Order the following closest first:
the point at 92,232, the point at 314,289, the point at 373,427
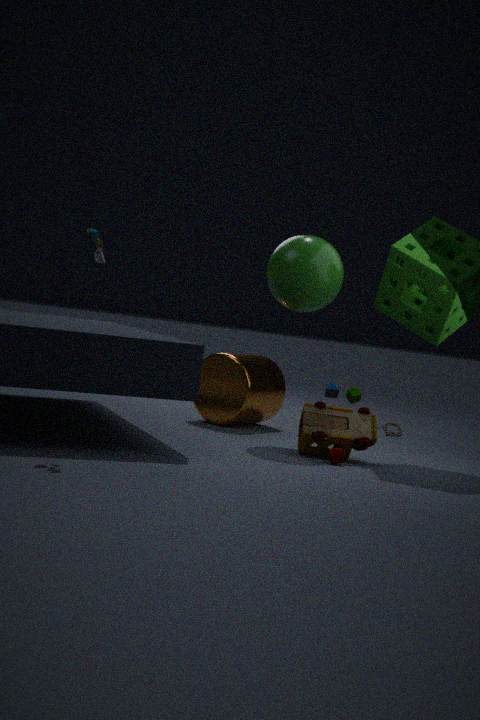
the point at 92,232
the point at 373,427
the point at 314,289
